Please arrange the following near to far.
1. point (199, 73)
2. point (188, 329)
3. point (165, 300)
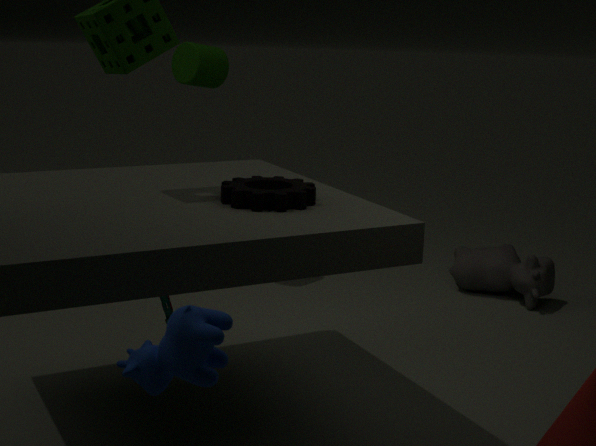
1. point (188, 329)
2. point (165, 300)
3. point (199, 73)
